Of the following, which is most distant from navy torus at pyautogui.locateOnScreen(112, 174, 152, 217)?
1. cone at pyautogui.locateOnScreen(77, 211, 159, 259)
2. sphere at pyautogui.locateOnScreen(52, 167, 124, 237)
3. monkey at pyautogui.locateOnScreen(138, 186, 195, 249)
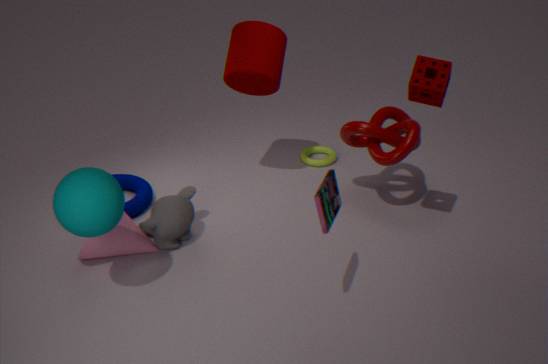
sphere at pyautogui.locateOnScreen(52, 167, 124, 237)
